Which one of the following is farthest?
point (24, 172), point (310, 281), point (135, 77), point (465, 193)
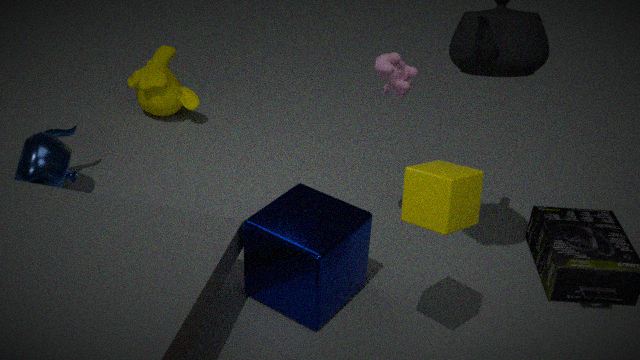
point (135, 77)
